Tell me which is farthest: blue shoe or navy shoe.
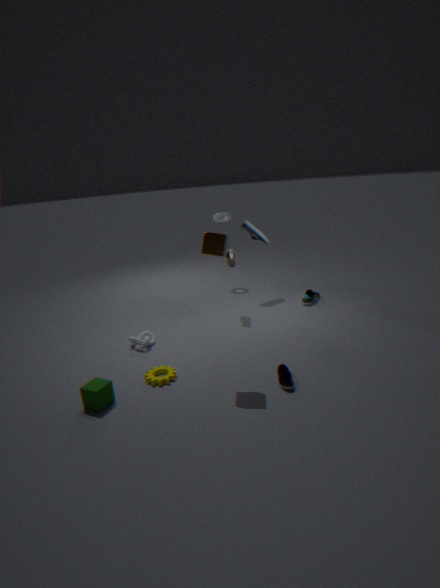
blue shoe
